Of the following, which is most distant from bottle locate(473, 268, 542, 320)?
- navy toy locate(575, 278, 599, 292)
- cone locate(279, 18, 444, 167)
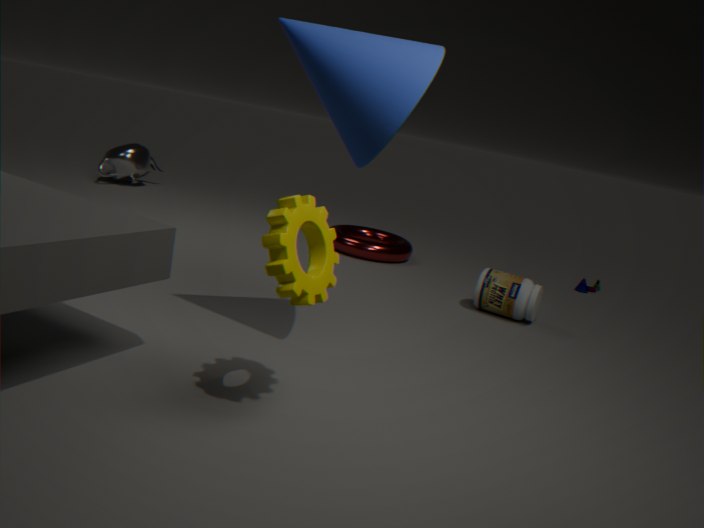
cone locate(279, 18, 444, 167)
